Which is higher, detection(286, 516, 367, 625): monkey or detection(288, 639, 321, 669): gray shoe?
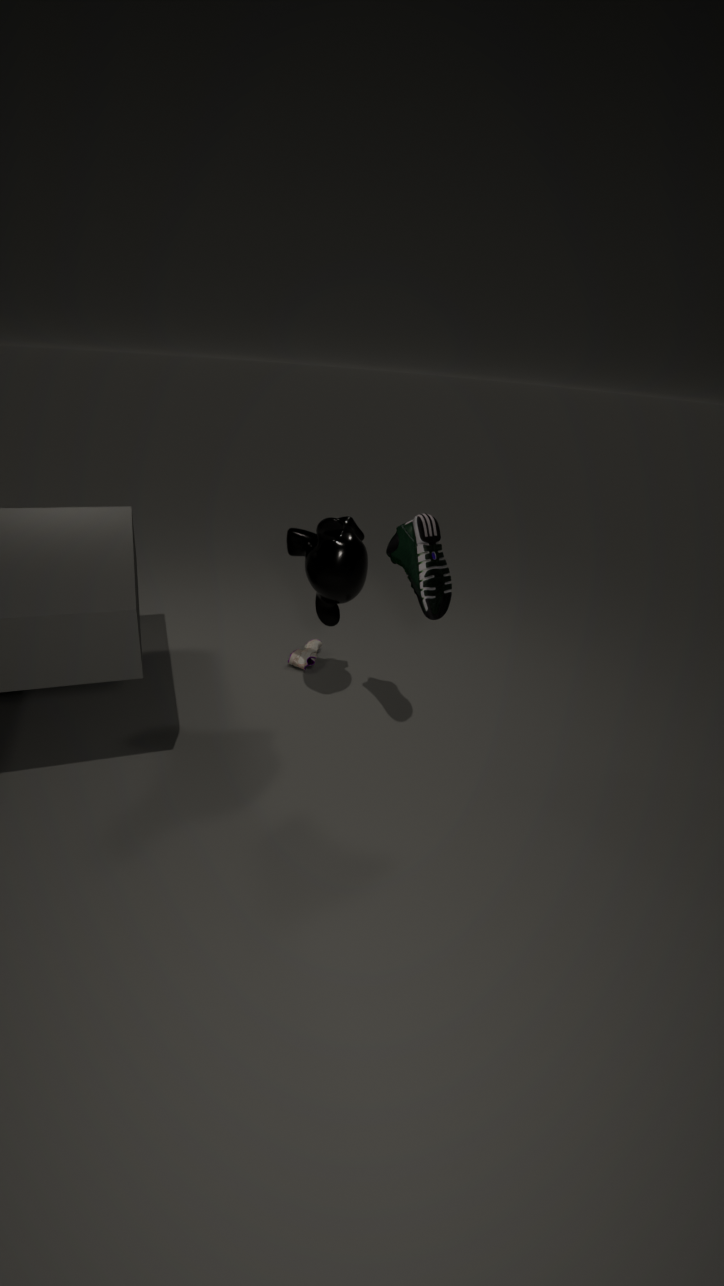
detection(286, 516, 367, 625): monkey
